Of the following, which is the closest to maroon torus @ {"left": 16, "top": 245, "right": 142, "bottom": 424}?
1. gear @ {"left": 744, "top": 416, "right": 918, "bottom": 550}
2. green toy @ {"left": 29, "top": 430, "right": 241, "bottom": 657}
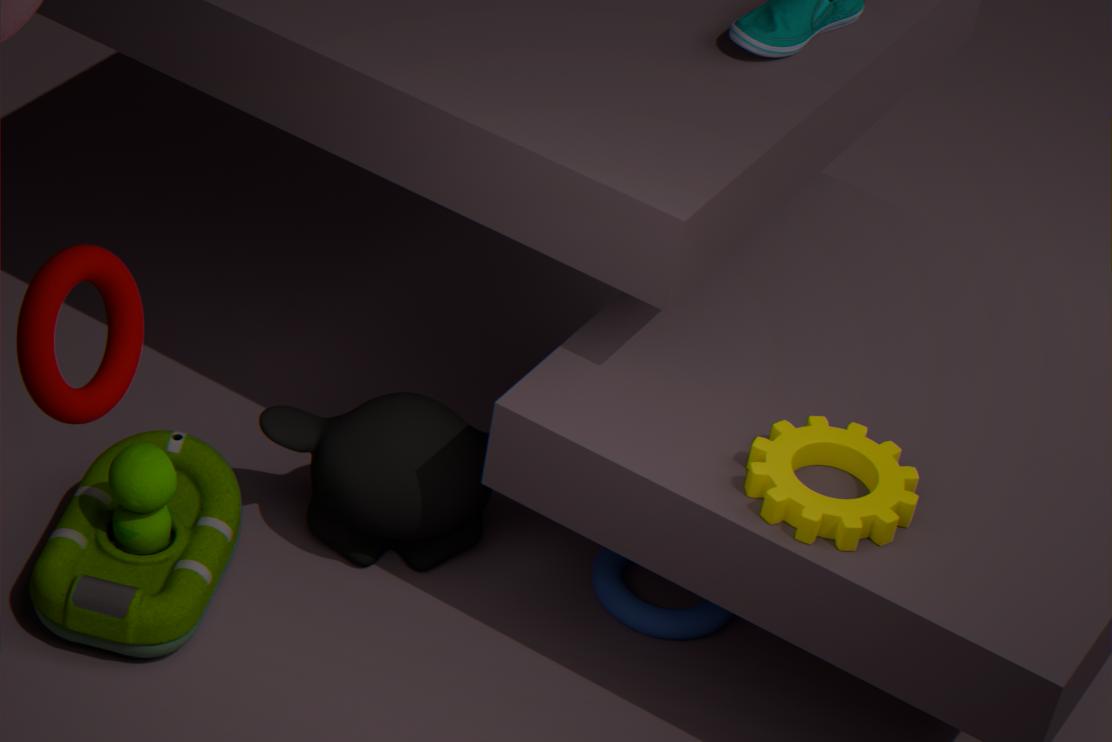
green toy @ {"left": 29, "top": 430, "right": 241, "bottom": 657}
